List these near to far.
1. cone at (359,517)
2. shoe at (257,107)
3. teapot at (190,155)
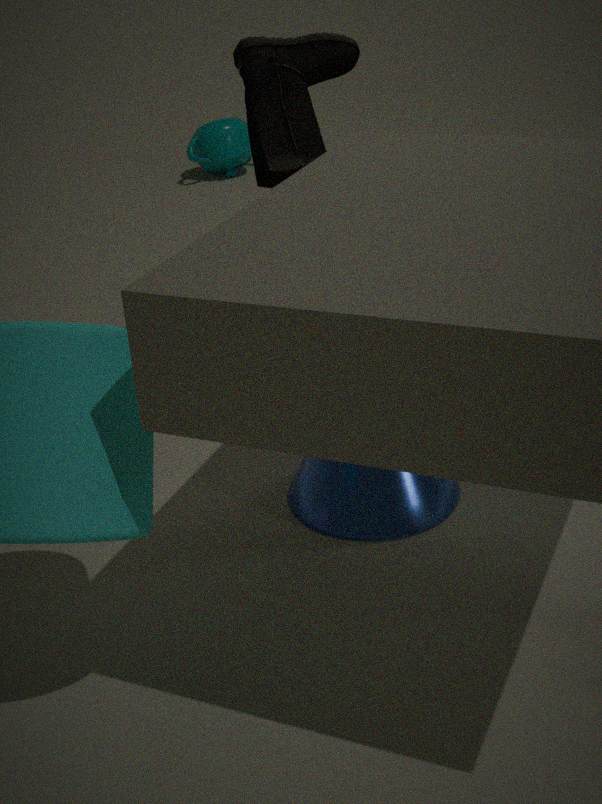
cone at (359,517) → shoe at (257,107) → teapot at (190,155)
